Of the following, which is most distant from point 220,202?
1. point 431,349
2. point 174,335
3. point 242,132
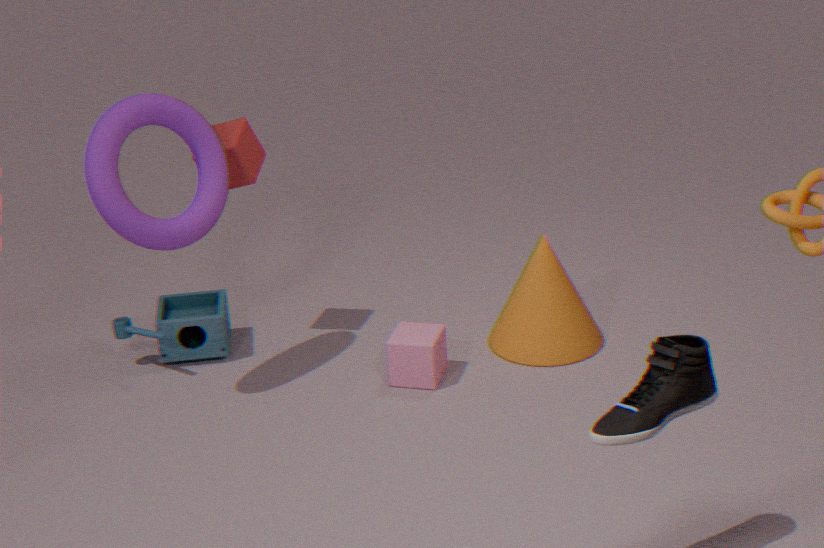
point 431,349
